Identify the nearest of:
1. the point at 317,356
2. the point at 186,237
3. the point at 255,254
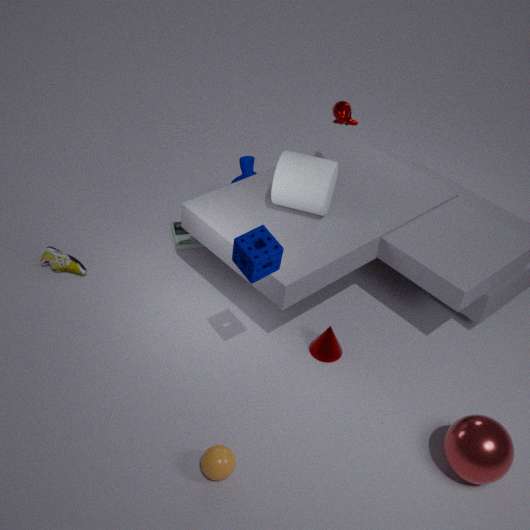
the point at 255,254
